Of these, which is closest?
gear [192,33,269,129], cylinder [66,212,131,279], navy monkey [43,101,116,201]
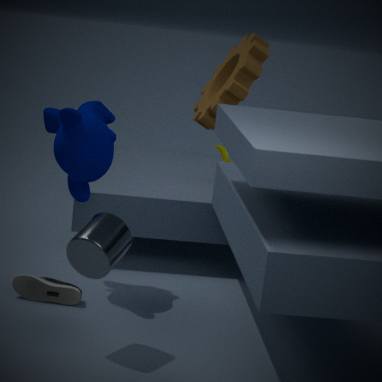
cylinder [66,212,131,279]
